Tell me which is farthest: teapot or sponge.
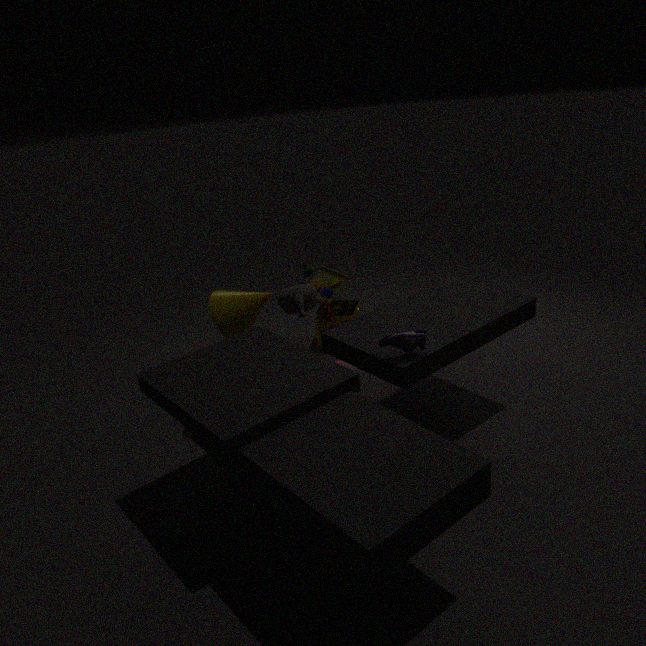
sponge
